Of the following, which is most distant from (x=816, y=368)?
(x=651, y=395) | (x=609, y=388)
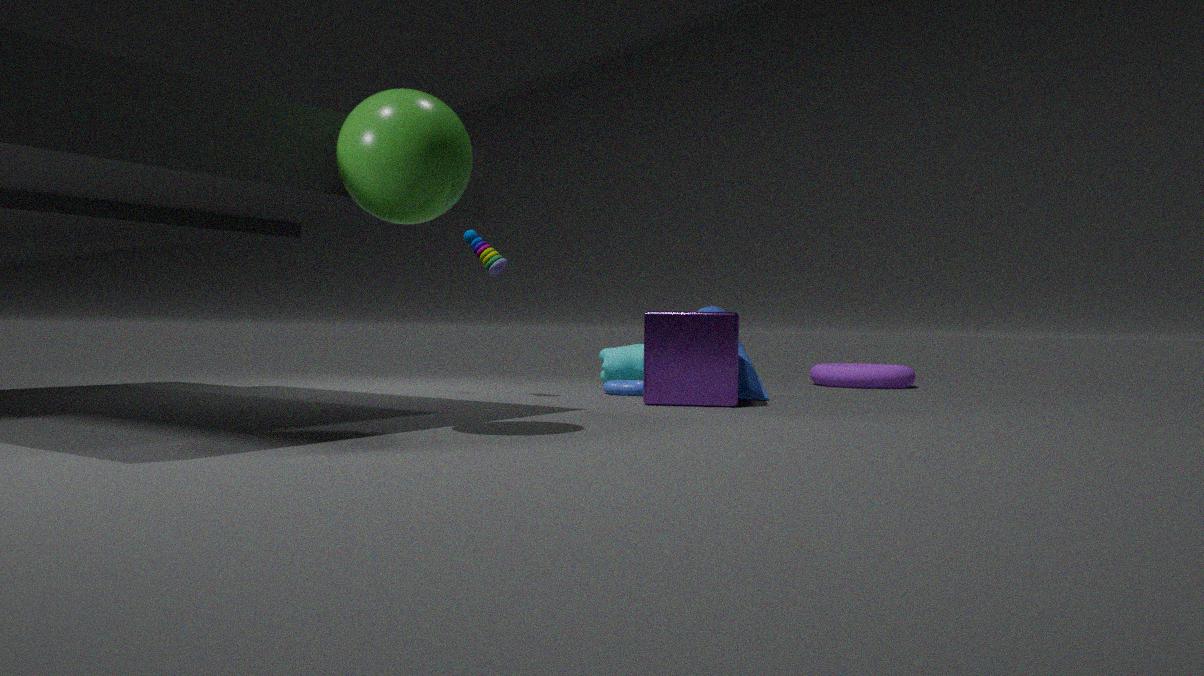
(x=651, y=395)
